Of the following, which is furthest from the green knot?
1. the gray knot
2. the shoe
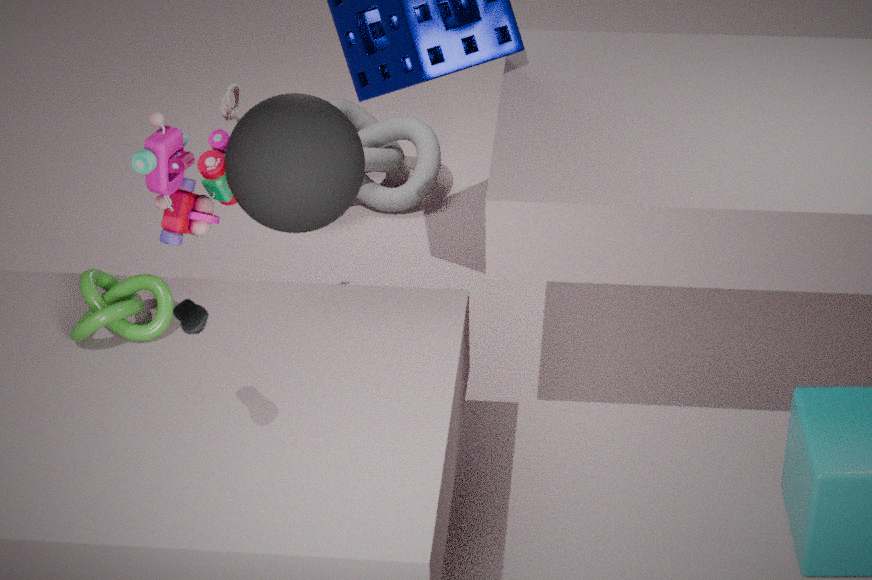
the gray knot
